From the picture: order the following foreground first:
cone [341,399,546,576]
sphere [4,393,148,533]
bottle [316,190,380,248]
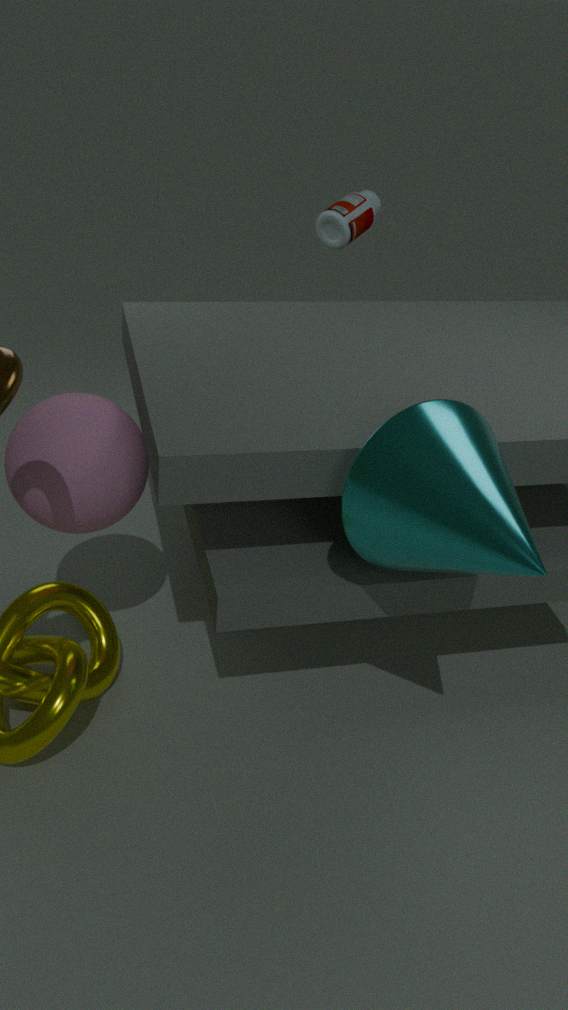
1. cone [341,399,546,576]
2. sphere [4,393,148,533]
3. bottle [316,190,380,248]
